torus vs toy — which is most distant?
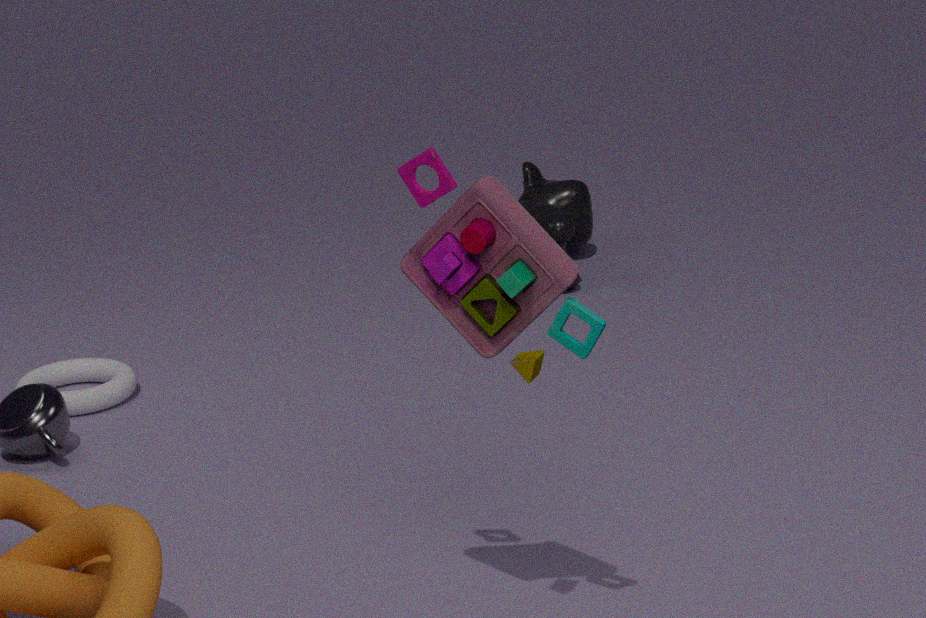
torus
